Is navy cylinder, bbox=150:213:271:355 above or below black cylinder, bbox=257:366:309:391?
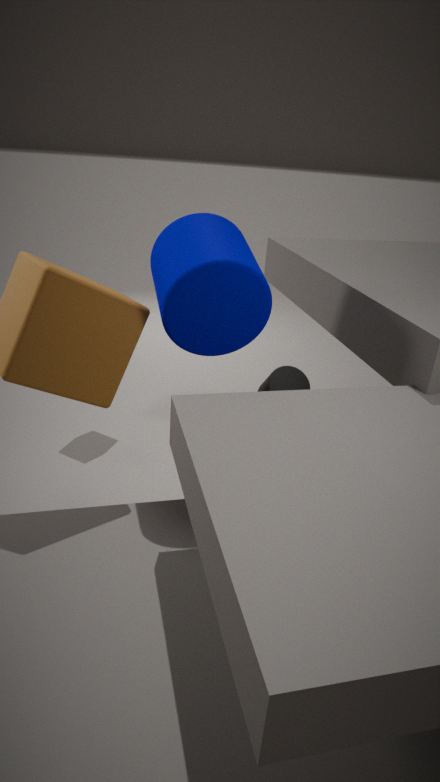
above
